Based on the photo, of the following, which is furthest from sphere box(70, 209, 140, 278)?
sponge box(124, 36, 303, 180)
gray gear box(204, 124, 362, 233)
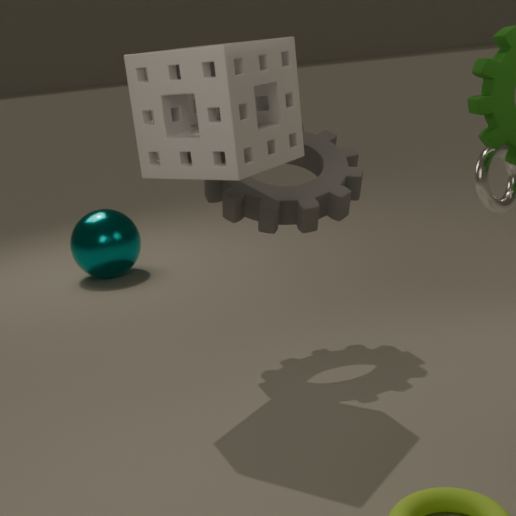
sponge box(124, 36, 303, 180)
